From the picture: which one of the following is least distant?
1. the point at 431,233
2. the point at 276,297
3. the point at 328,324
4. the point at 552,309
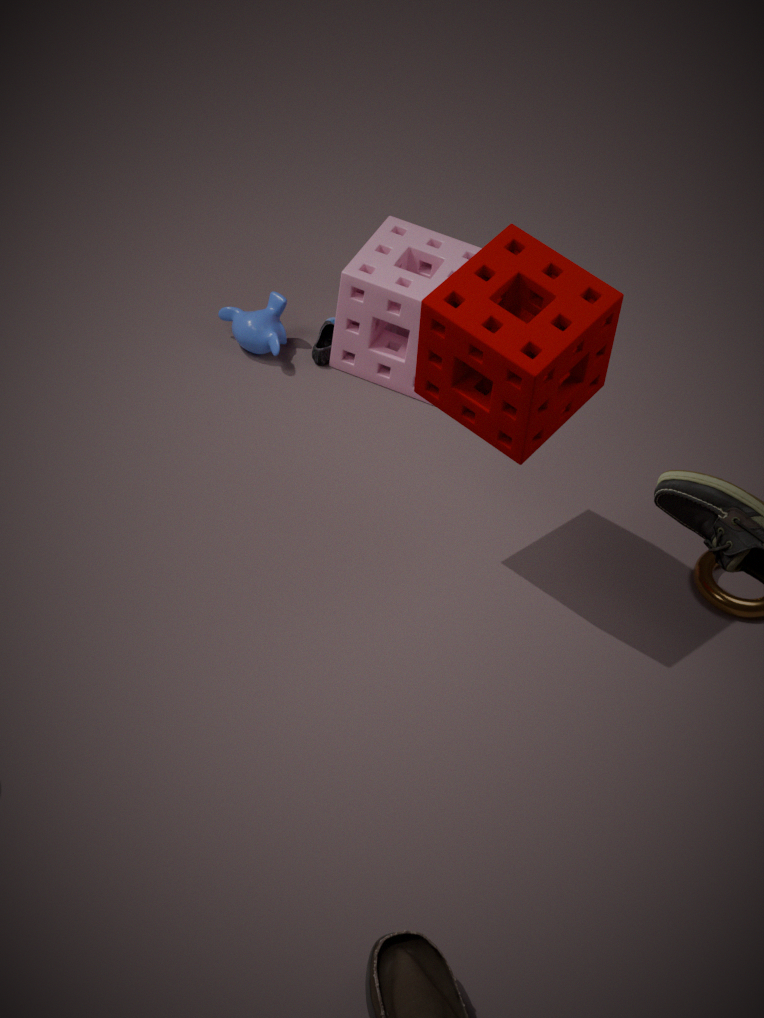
the point at 552,309
